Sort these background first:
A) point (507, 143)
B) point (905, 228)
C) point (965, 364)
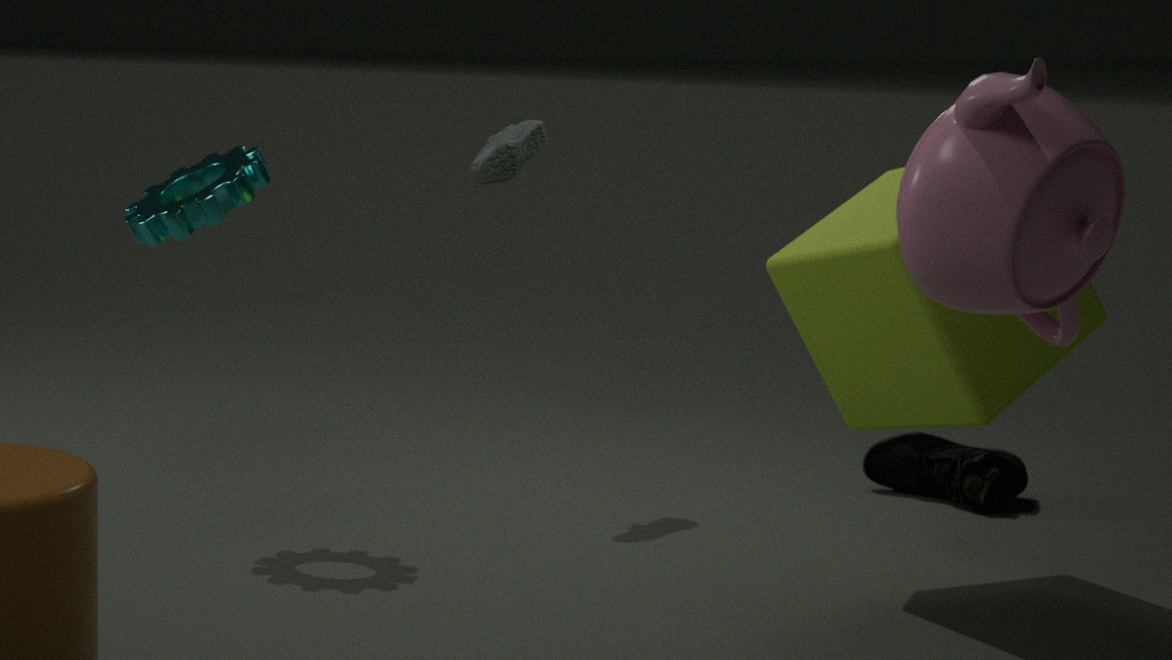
point (507, 143), point (965, 364), point (905, 228)
